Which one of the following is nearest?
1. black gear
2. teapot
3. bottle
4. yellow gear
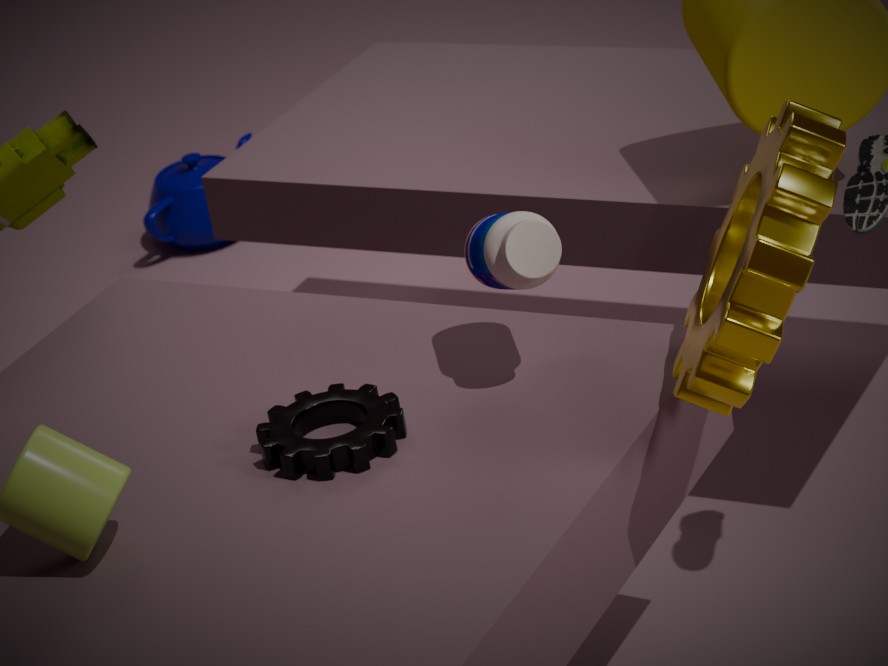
yellow gear
